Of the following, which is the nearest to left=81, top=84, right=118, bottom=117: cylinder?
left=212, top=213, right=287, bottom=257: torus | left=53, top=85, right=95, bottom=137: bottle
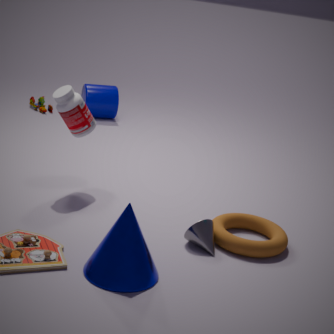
left=53, top=85, right=95, bottom=137: bottle
